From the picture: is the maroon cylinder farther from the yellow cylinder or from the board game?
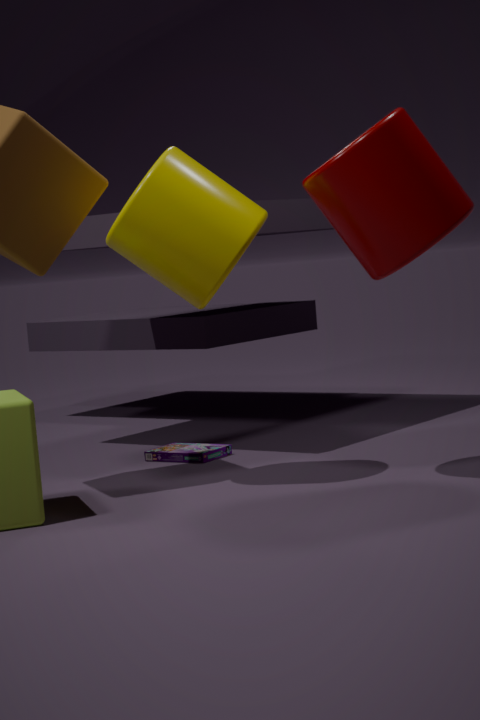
the board game
